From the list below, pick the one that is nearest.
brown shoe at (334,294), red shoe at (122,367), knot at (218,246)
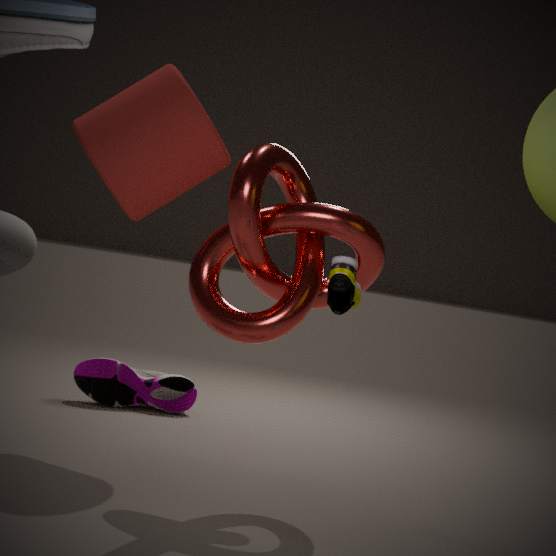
brown shoe at (334,294)
